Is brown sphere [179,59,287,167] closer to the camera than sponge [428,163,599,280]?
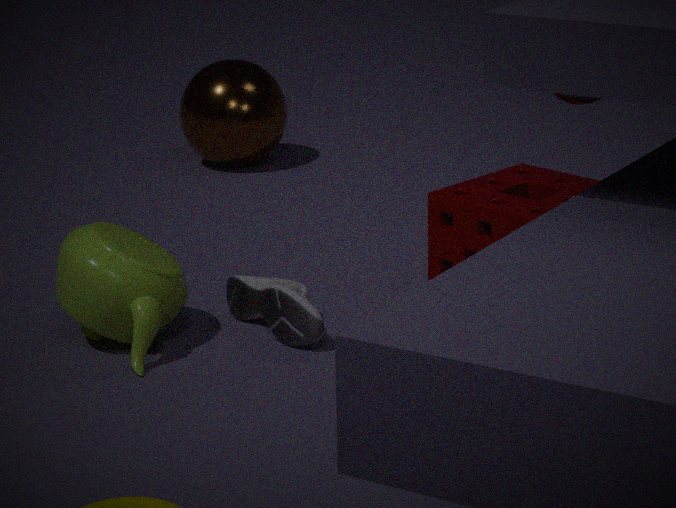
No
